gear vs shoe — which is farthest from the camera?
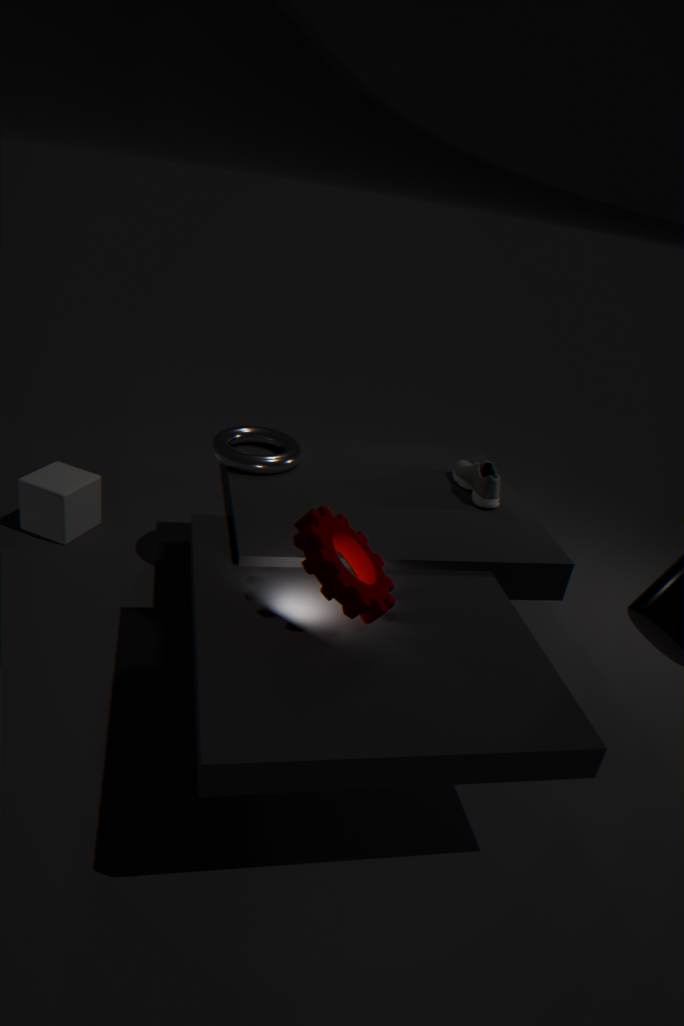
shoe
